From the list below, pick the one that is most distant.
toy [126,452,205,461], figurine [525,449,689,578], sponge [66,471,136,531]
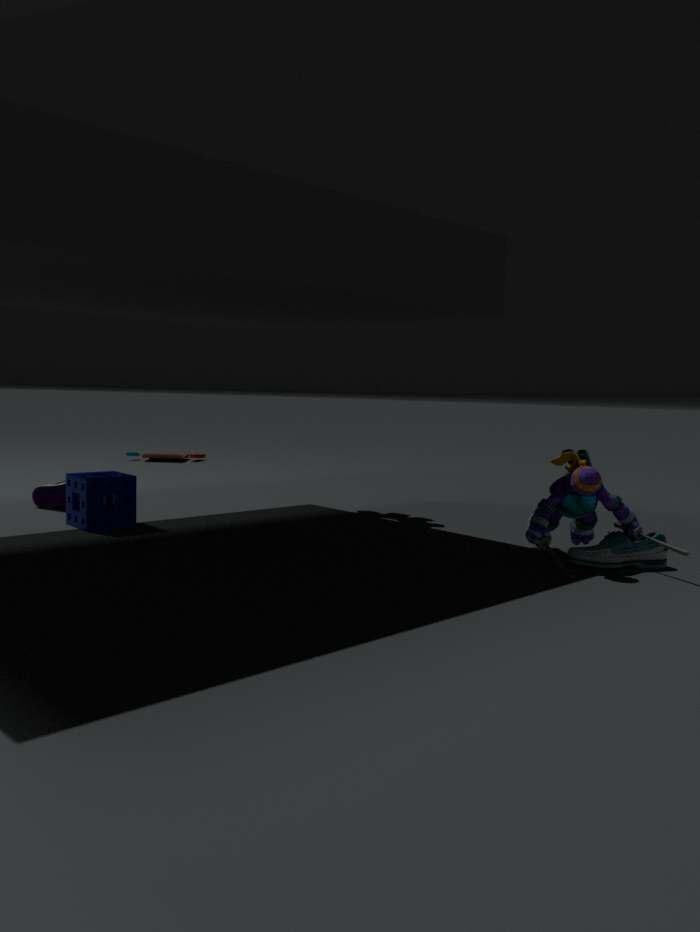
toy [126,452,205,461]
